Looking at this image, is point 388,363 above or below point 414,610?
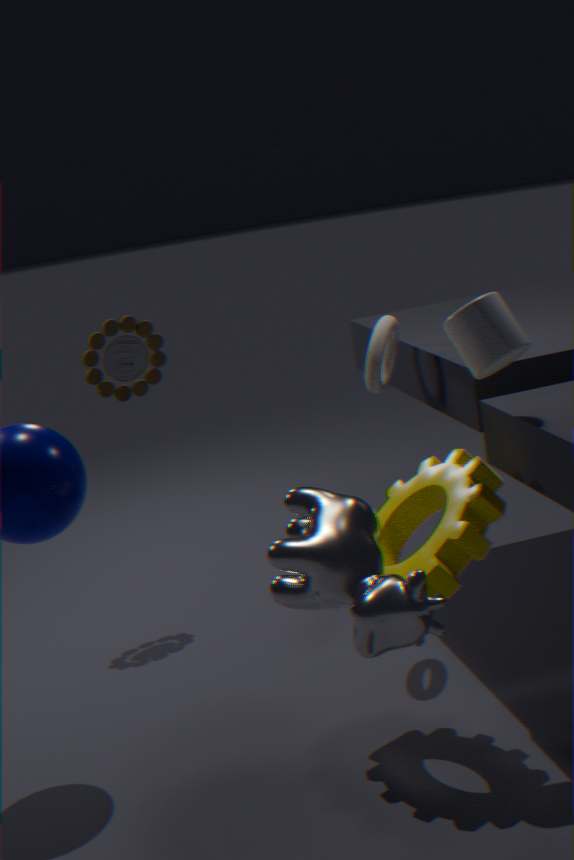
above
